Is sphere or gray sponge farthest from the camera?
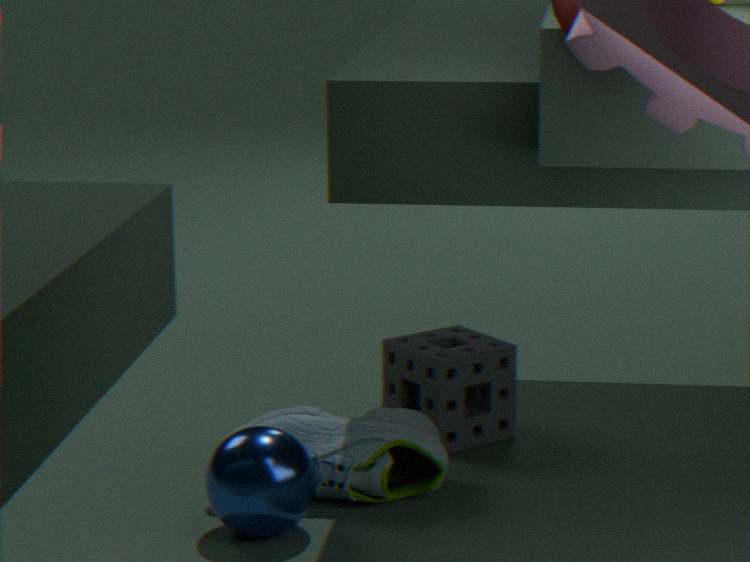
gray sponge
